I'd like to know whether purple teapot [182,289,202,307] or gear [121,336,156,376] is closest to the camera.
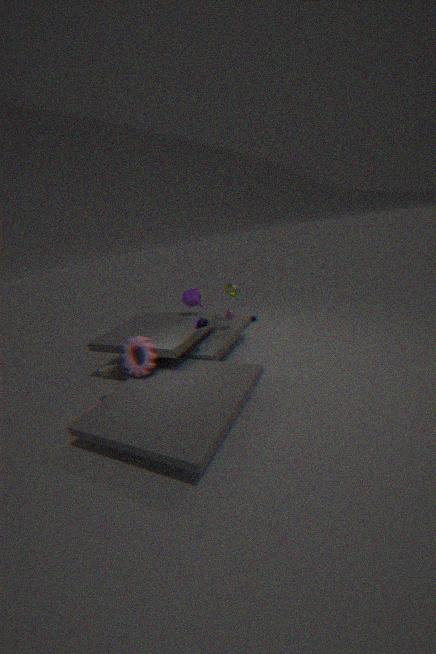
gear [121,336,156,376]
